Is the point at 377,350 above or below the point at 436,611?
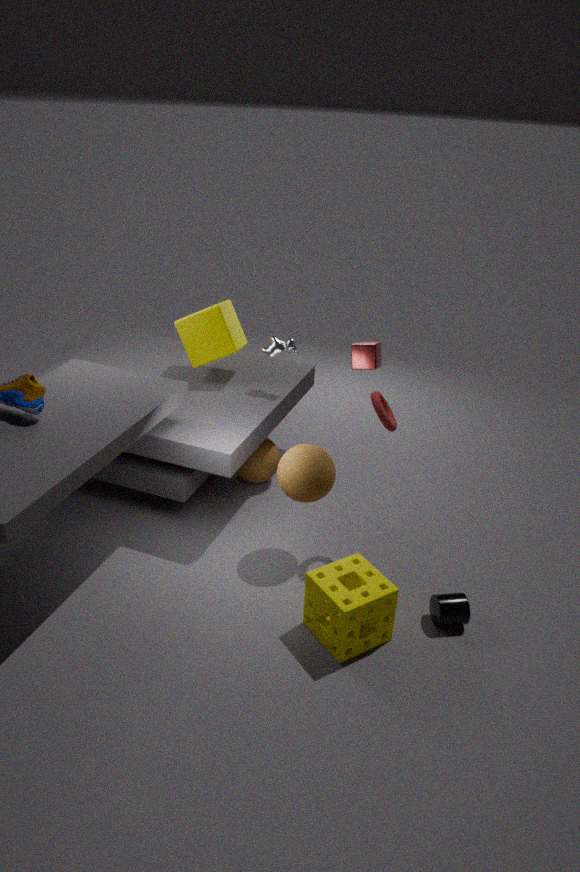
above
